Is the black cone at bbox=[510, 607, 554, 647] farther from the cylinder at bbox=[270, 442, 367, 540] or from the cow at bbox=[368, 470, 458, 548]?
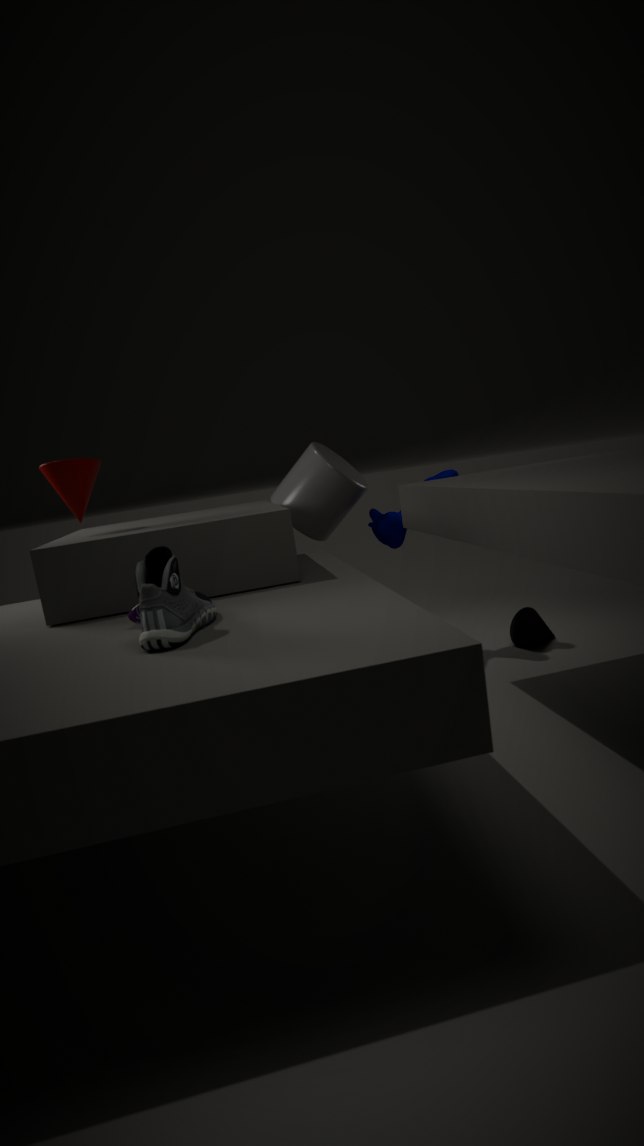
the cylinder at bbox=[270, 442, 367, 540]
